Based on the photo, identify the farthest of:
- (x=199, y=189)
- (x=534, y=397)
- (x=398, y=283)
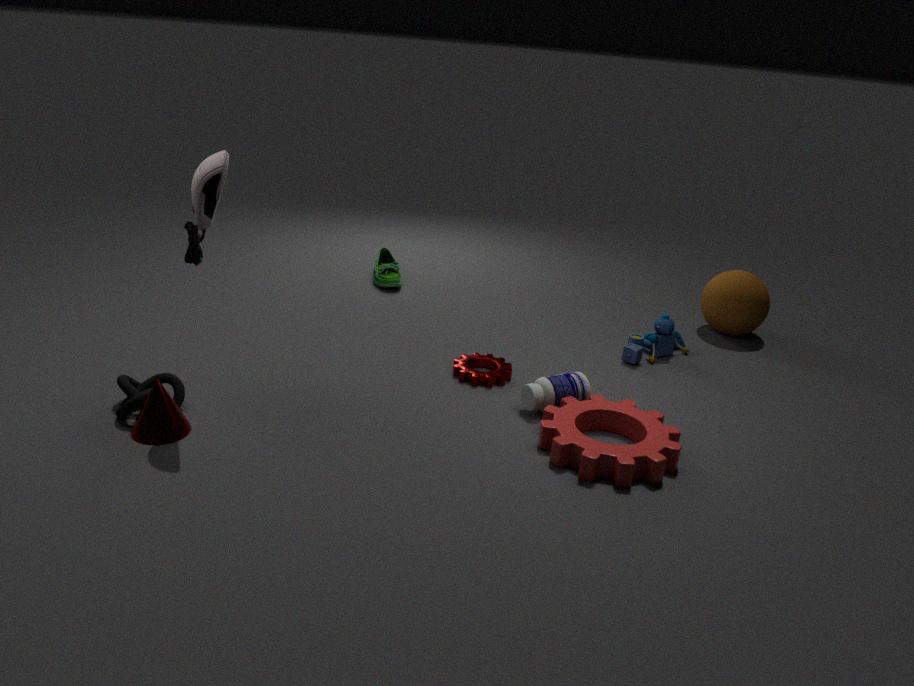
(x=398, y=283)
